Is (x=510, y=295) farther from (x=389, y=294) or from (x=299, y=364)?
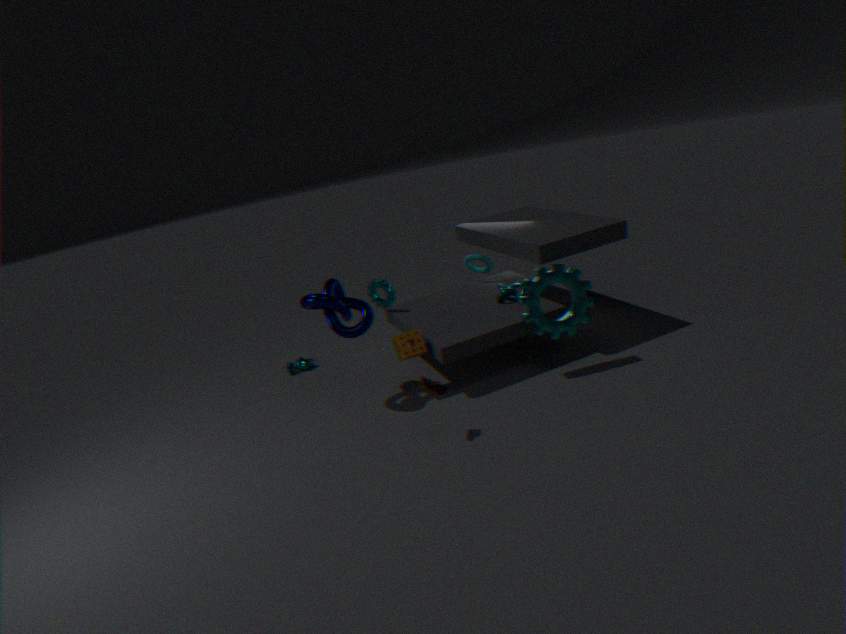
(x=299, y=364)
